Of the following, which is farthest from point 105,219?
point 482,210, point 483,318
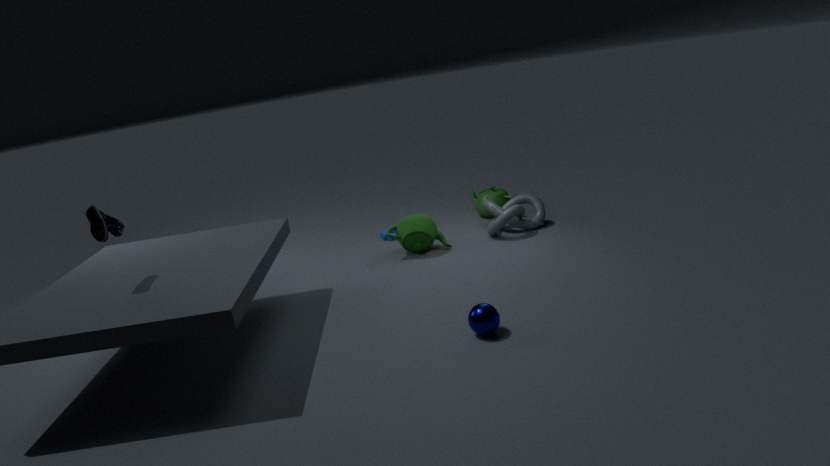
point 482,210
